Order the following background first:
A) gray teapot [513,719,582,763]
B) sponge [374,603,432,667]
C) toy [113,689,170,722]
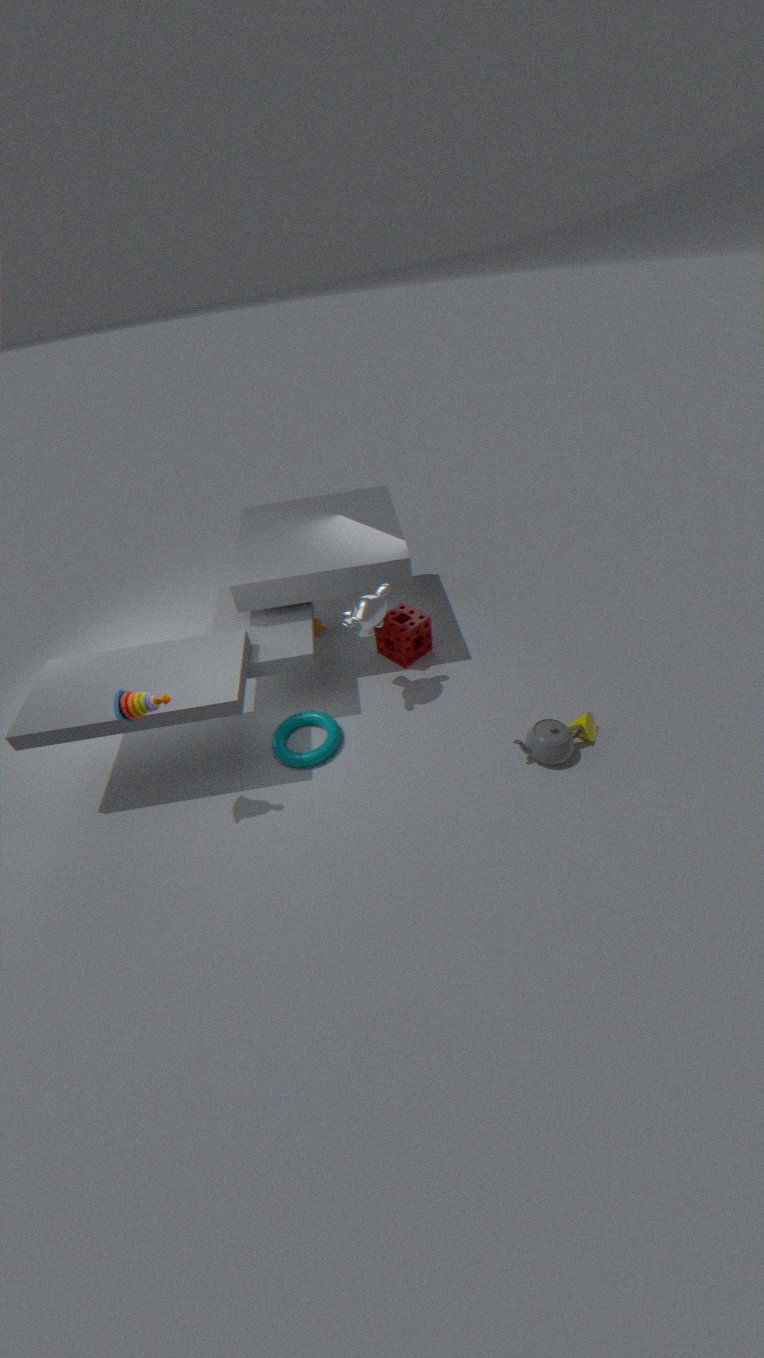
1. sponge [374,603,432,667]
2. gray teapot [513,719,582,763]
3. toy [113,689,170,722]
